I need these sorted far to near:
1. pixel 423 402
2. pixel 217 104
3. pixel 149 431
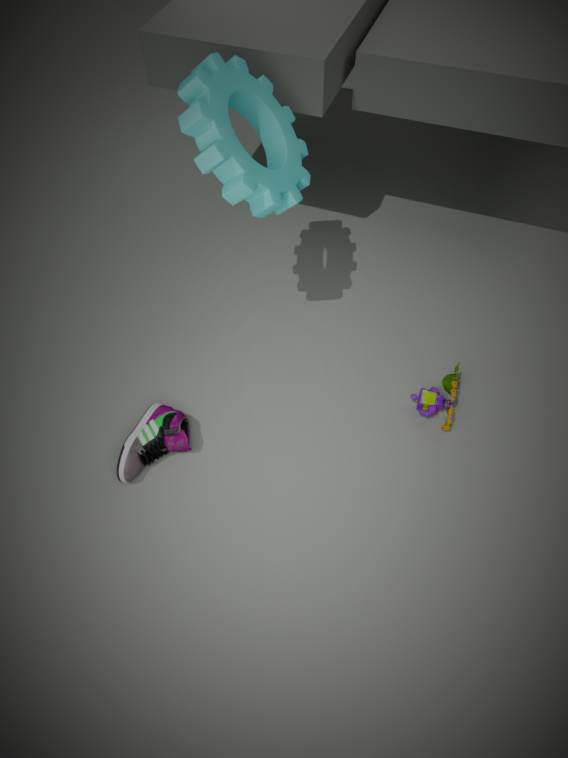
pixel 423 402 < pixel 149 431 < pixel 217 104
